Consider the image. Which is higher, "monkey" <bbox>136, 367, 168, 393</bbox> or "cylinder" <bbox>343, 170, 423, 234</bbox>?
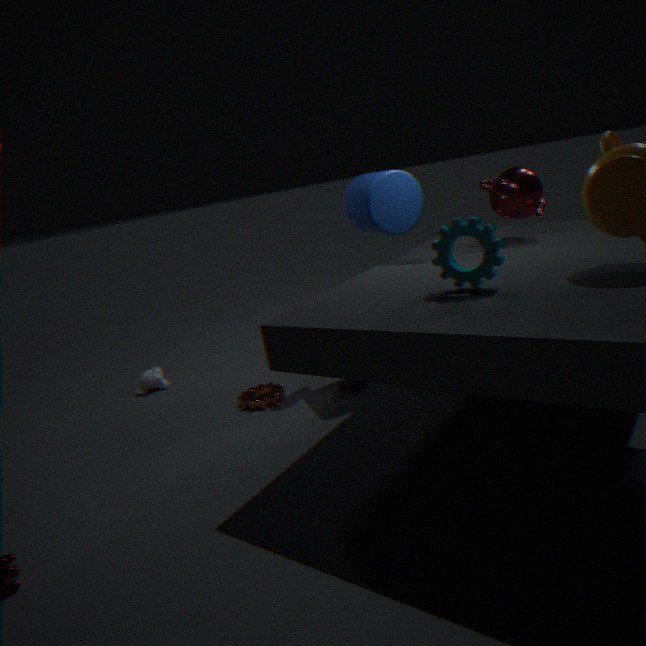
"cylinder" <bbox>343, 170, 423, 234</bbox>
